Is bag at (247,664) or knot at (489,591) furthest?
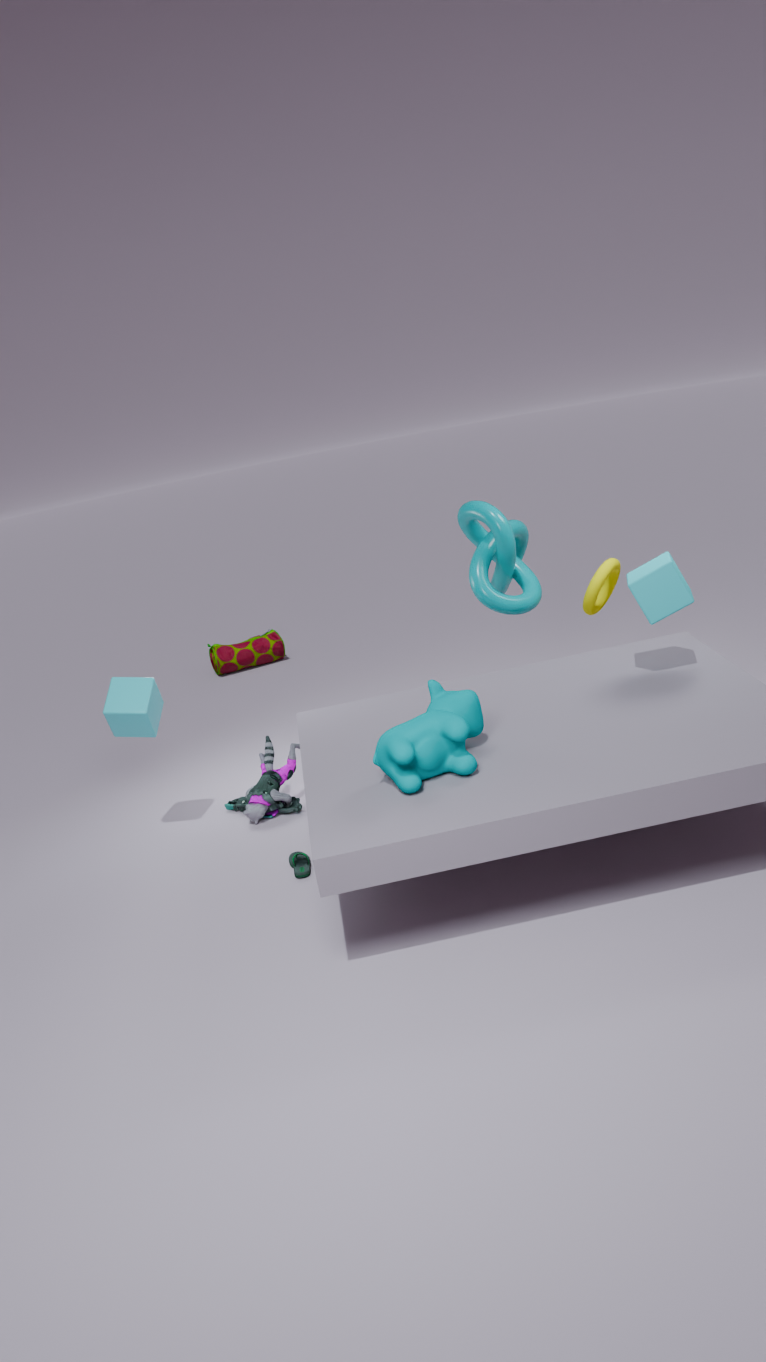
bag at (247,664)
